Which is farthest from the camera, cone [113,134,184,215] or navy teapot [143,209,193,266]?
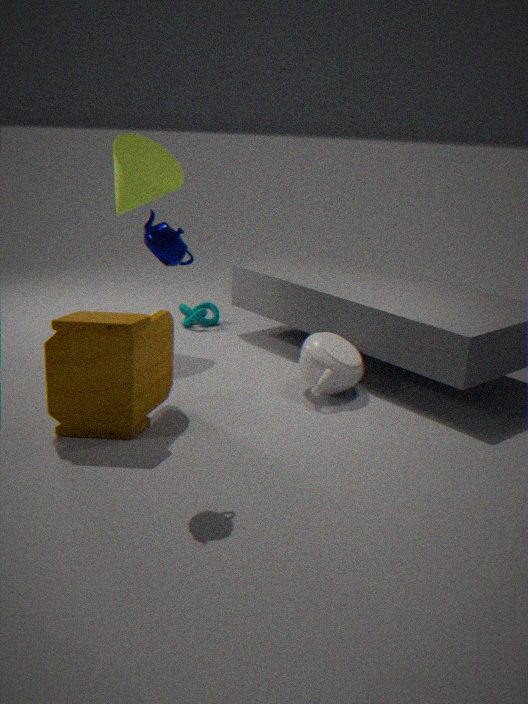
cone [113,134,184,215]
